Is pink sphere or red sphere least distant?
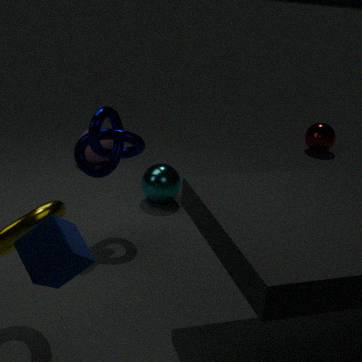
pink sphere
